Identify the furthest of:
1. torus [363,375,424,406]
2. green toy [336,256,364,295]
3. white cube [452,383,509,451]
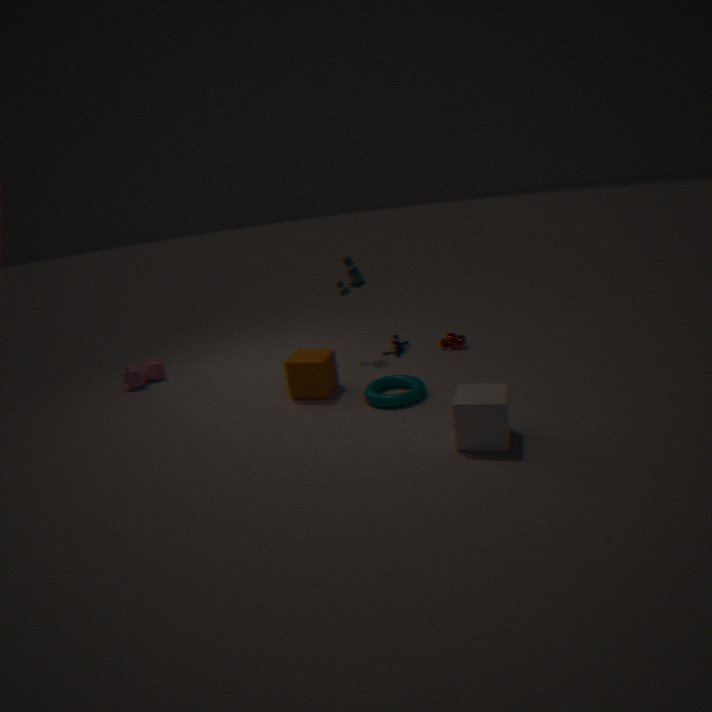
green toy [336,256,364,295]
